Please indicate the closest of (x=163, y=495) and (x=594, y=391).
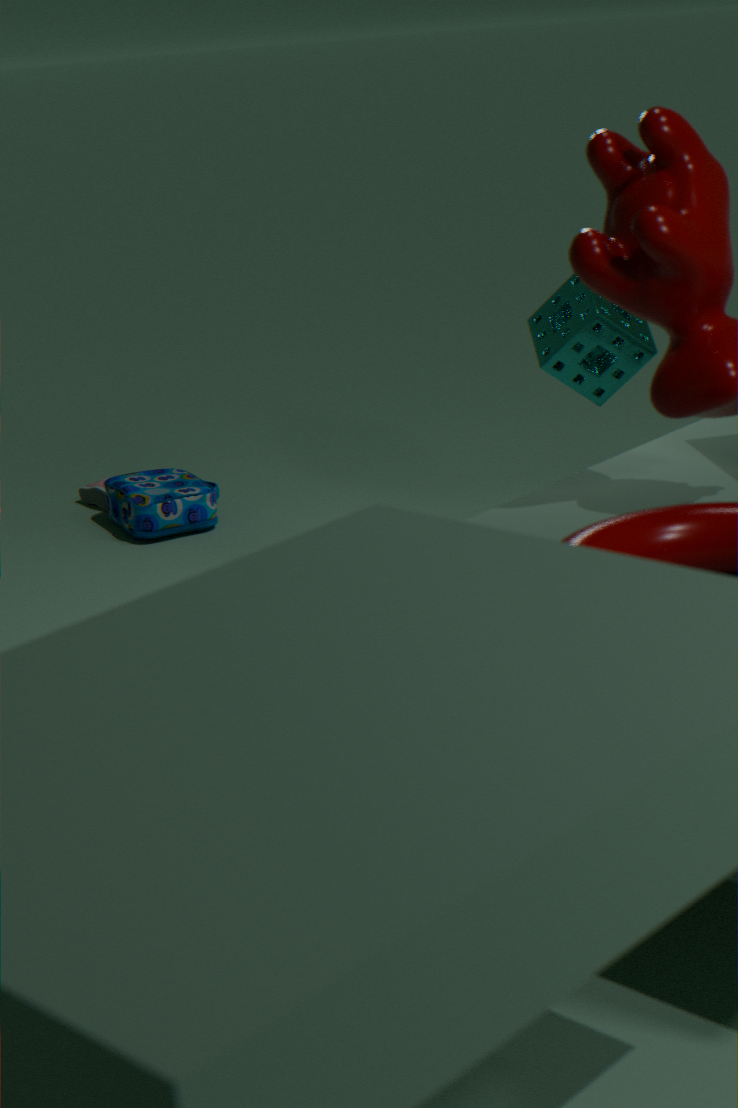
(x=594, y=391)
